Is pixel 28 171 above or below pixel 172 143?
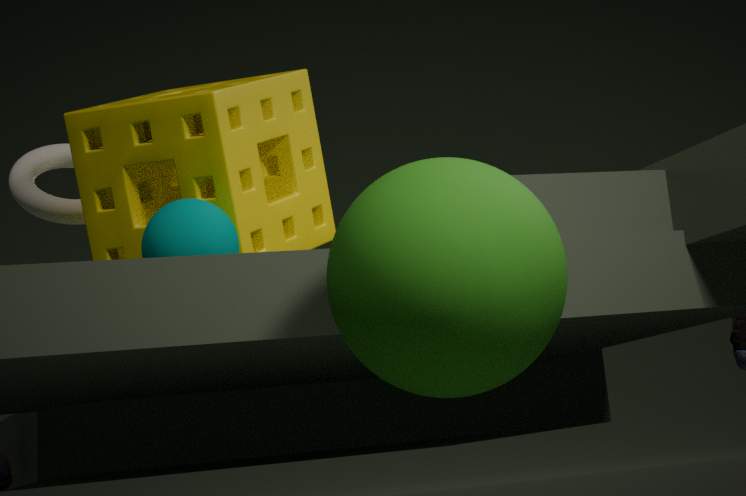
above
